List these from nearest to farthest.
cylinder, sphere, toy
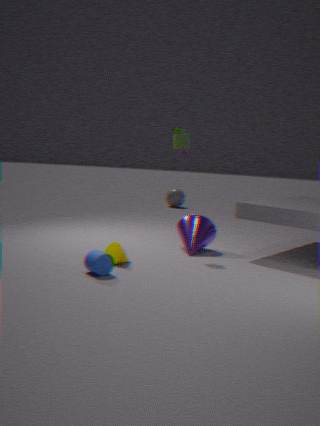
cylinder, toy, sphere
